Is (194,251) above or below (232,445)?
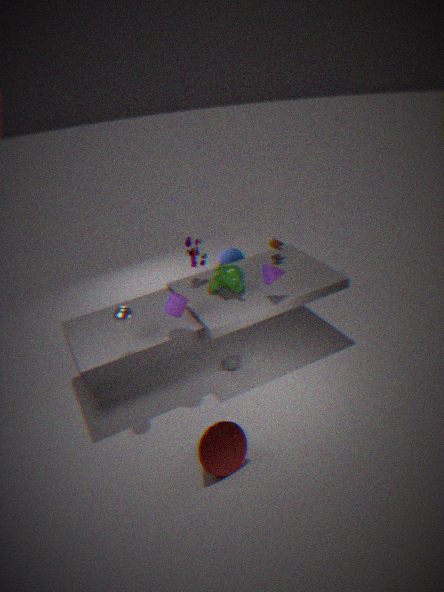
above
